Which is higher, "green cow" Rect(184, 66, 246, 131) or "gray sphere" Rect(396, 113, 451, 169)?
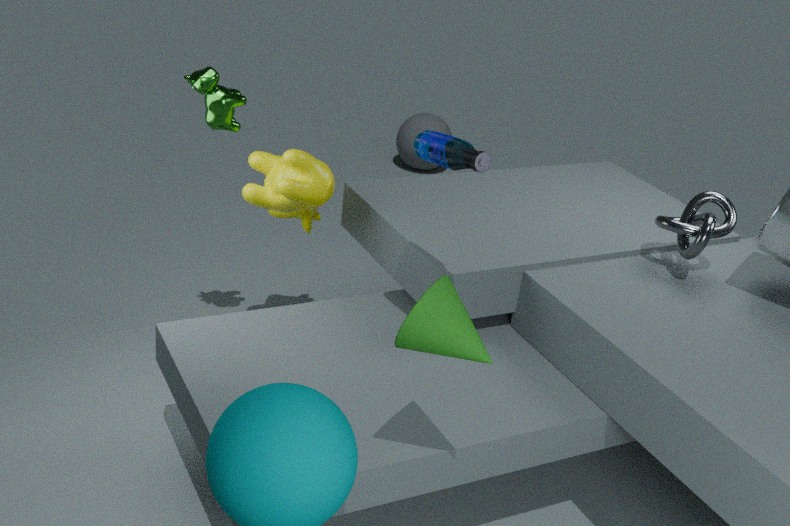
"green cow" Rect(184, 66, 246, 131)
